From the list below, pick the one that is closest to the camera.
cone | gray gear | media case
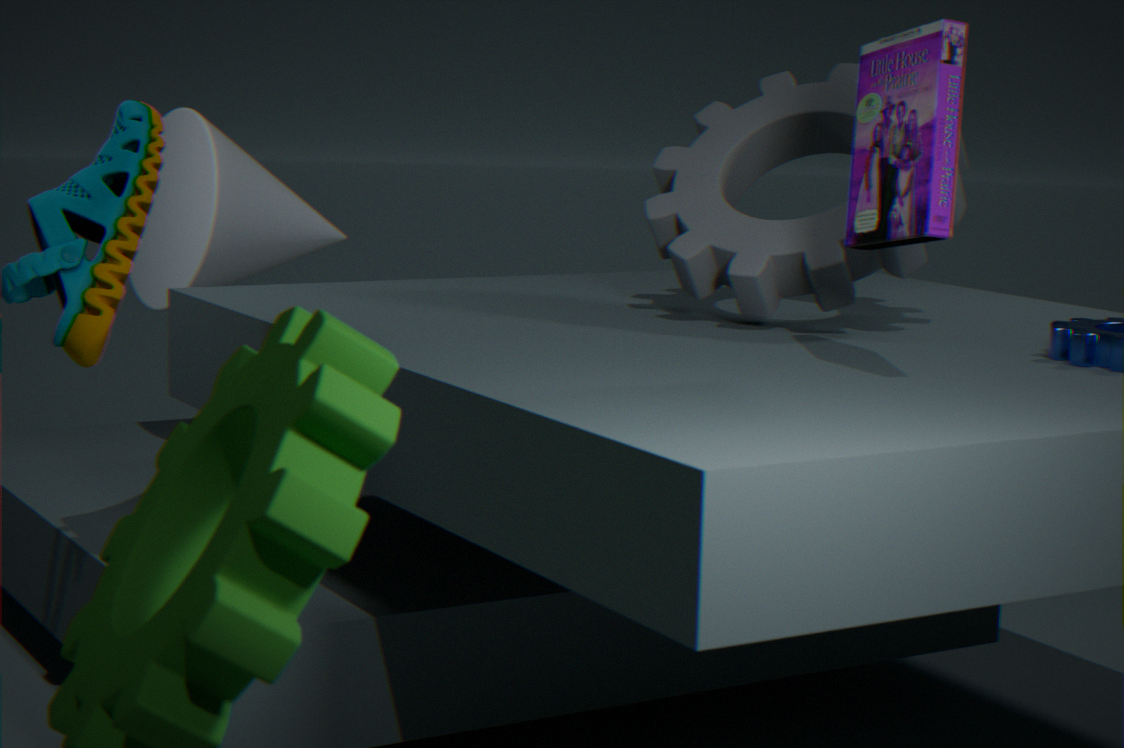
media case
